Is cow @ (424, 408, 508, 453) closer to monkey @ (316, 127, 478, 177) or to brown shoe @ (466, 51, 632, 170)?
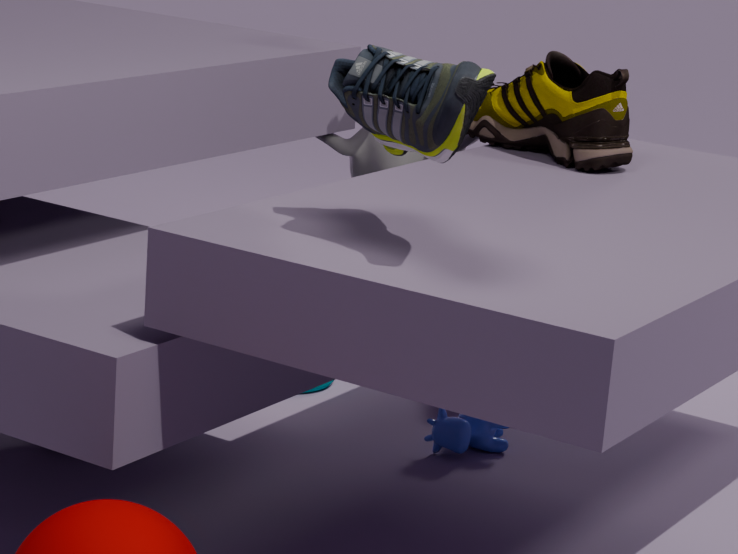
monkey @ (316, 127, 478, 177)
